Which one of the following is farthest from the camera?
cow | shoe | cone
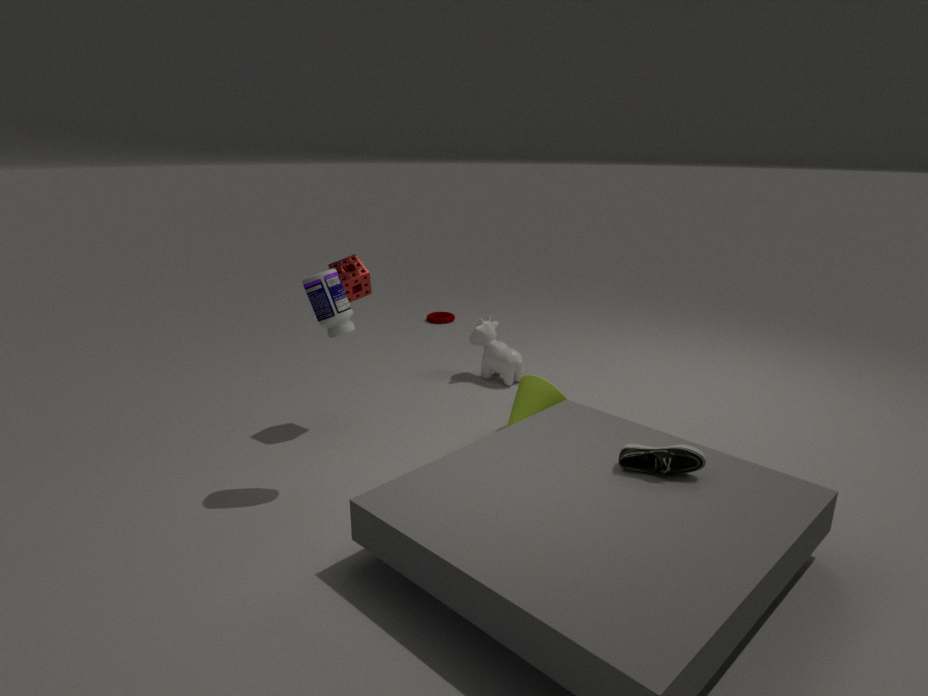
cow
